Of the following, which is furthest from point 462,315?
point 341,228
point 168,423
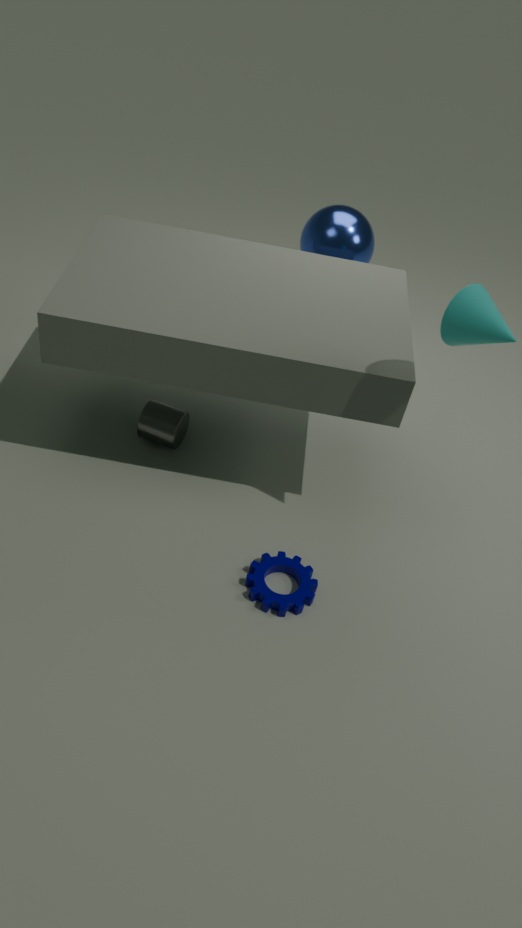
point 168,423
